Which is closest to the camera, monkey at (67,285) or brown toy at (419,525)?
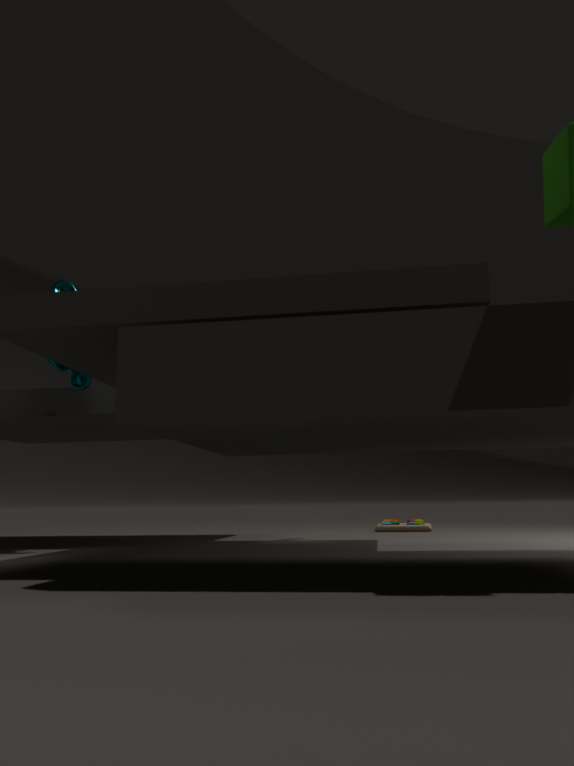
monkey at (67,285)
